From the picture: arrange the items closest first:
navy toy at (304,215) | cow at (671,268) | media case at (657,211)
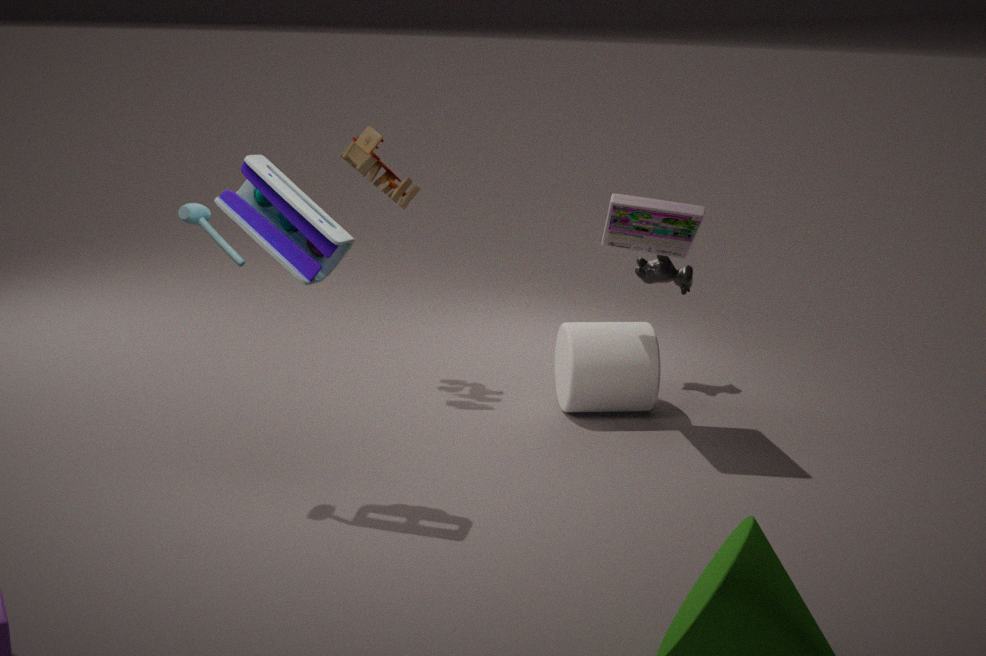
navy toy at (304,215)
media case at (657,211)
cow at (671,268)
